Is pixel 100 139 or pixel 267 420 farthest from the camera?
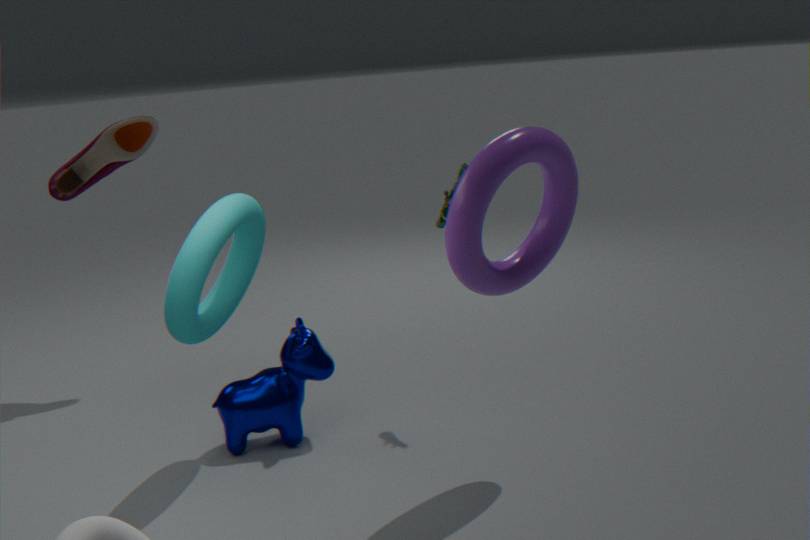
pixel 100 139
